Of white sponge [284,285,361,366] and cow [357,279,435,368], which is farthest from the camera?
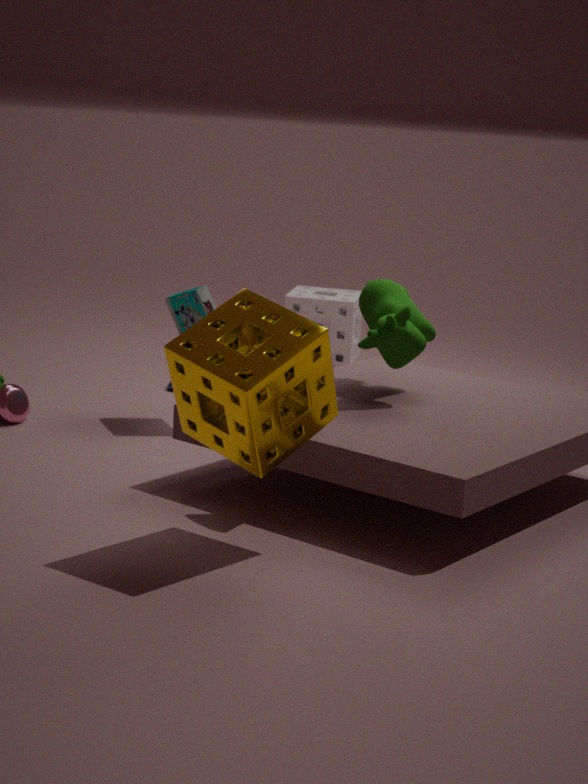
white sponge [284,285,361,366]
